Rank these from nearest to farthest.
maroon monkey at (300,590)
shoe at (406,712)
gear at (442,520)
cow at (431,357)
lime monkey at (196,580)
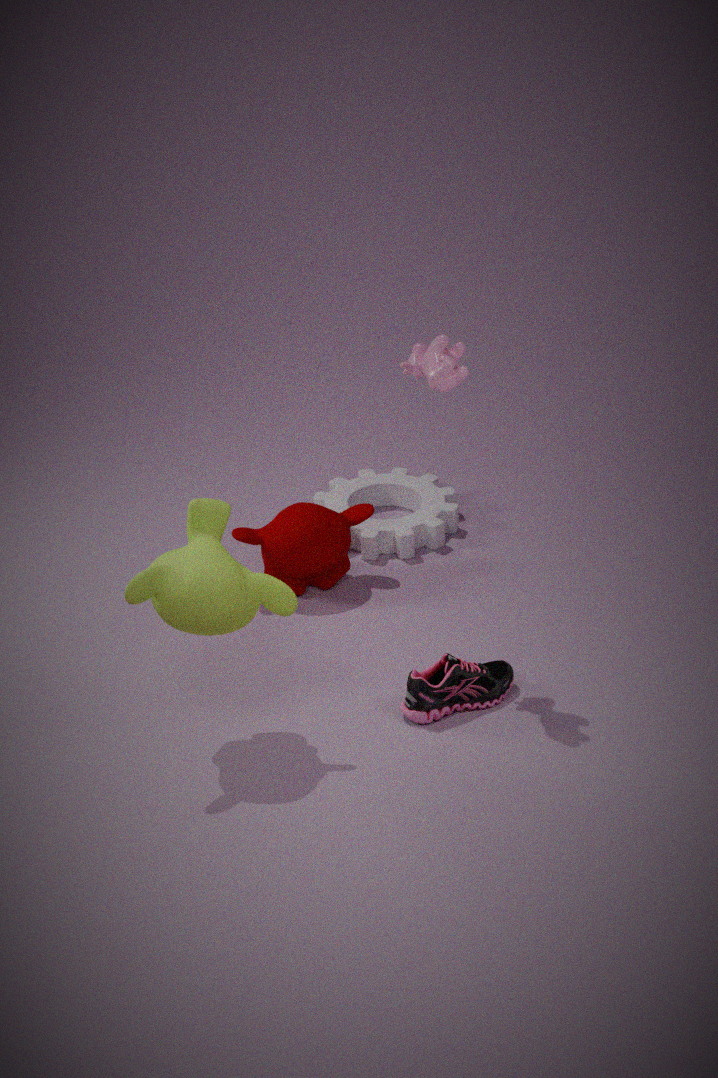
lime monkey at (196,580), cow at (431,357), shoe at (406,712), maroon monkey at (300,590), gear at (442,520)
